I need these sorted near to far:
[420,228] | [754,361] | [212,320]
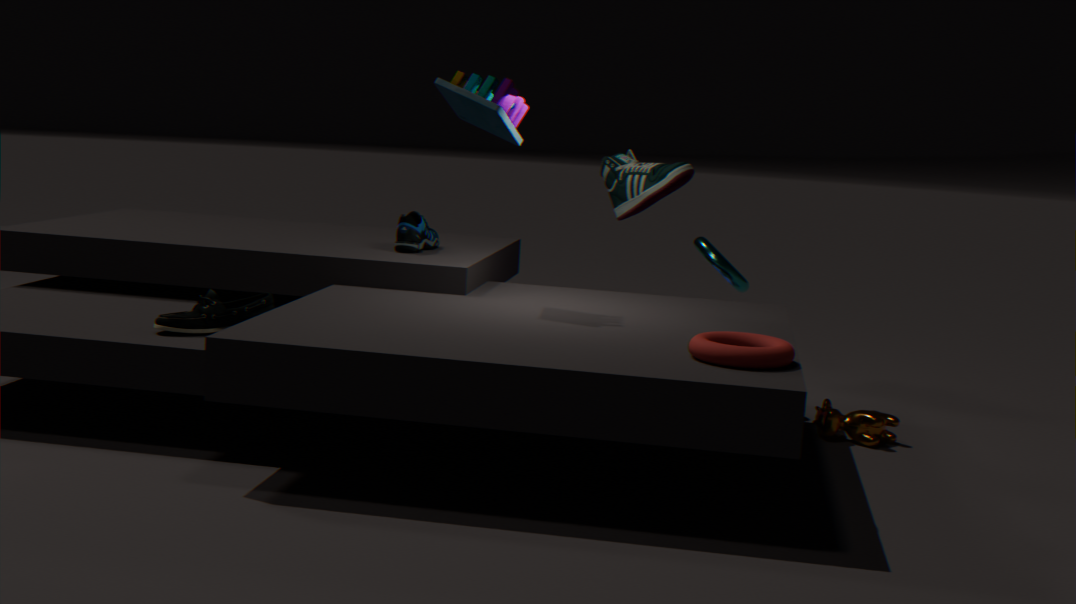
[754,361], [212,320], [420,228]
